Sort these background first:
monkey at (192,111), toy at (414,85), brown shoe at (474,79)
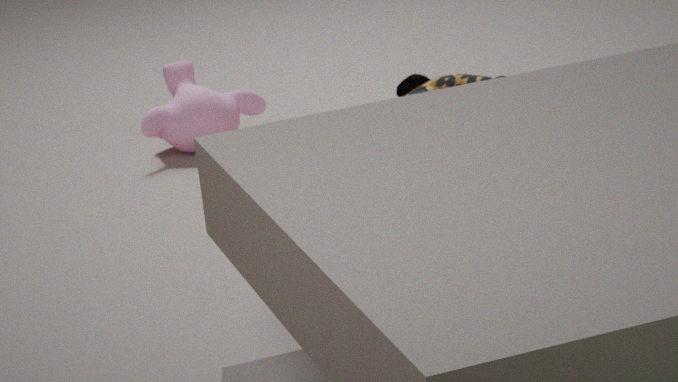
monkey at (192,111) → toy at (414,85) → brown shoe at (474,79)
